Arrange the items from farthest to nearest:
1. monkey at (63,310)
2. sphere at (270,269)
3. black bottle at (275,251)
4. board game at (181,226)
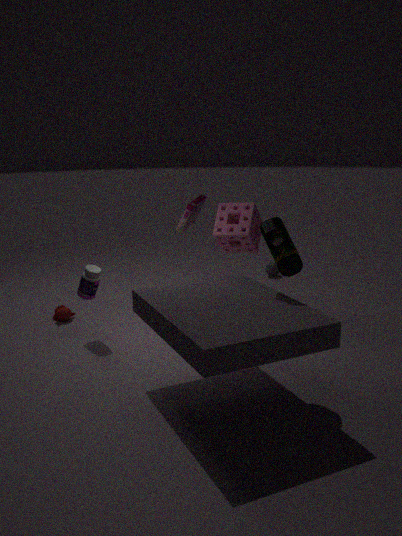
sphere at (270,269)
monkey at (63,310)
board game at (181,226)
black bottle at (275,251)
